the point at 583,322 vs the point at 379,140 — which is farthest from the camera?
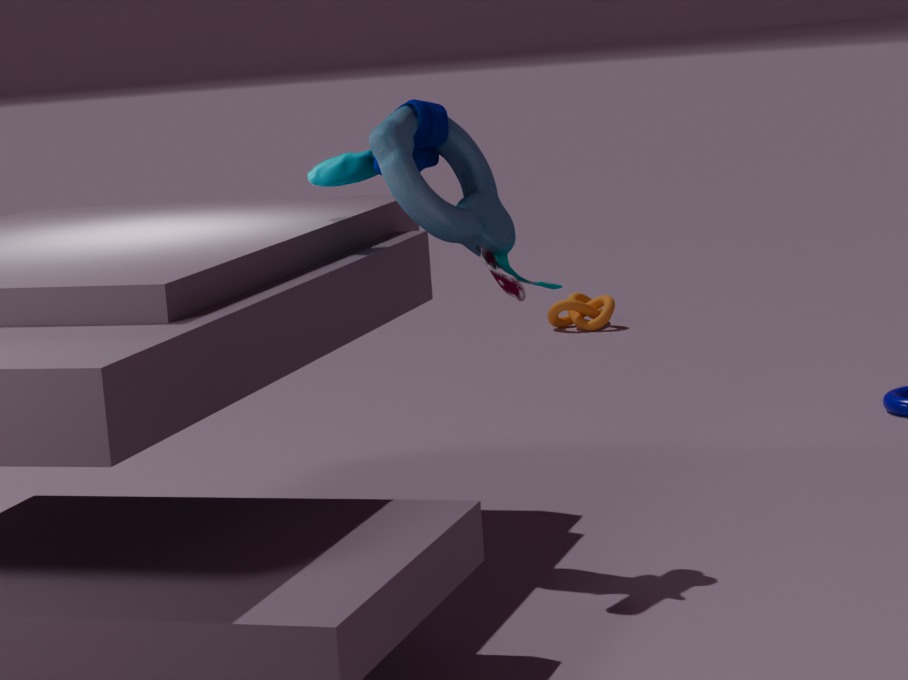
the point at 583,322
